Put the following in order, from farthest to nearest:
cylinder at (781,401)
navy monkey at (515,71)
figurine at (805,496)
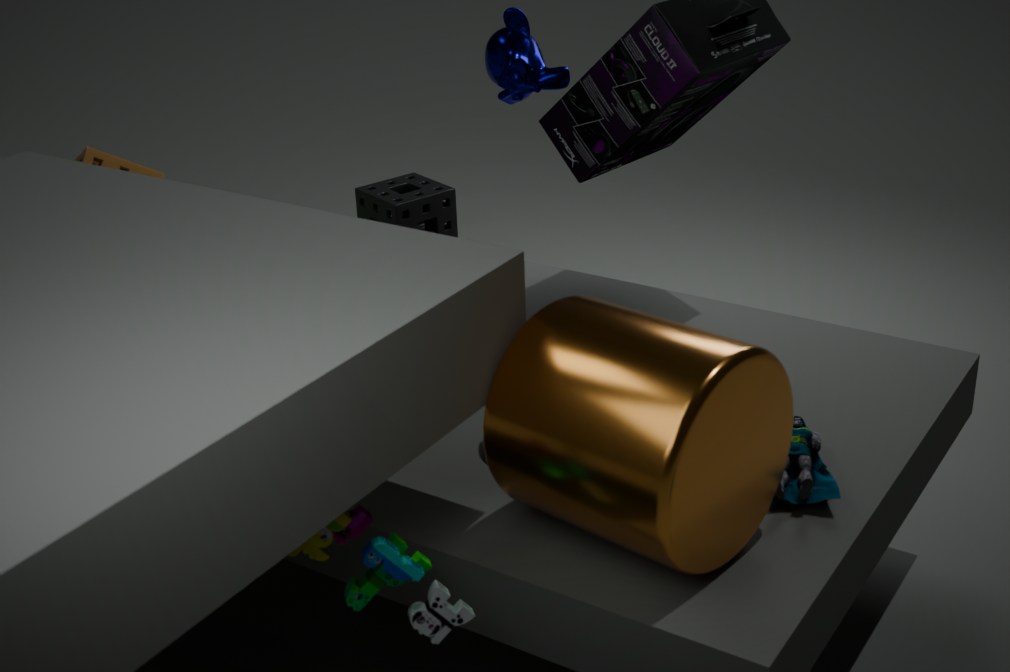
navy monkey at (515,71), figurine at (805,496), cylinder at (781,401)
